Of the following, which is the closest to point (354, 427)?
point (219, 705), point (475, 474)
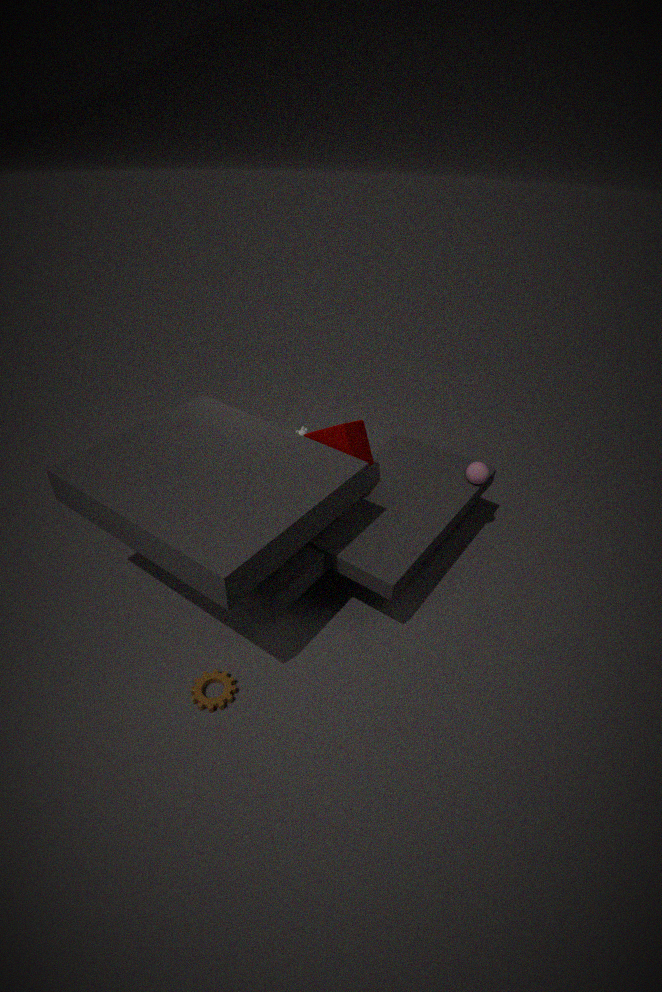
point (475, 474)
